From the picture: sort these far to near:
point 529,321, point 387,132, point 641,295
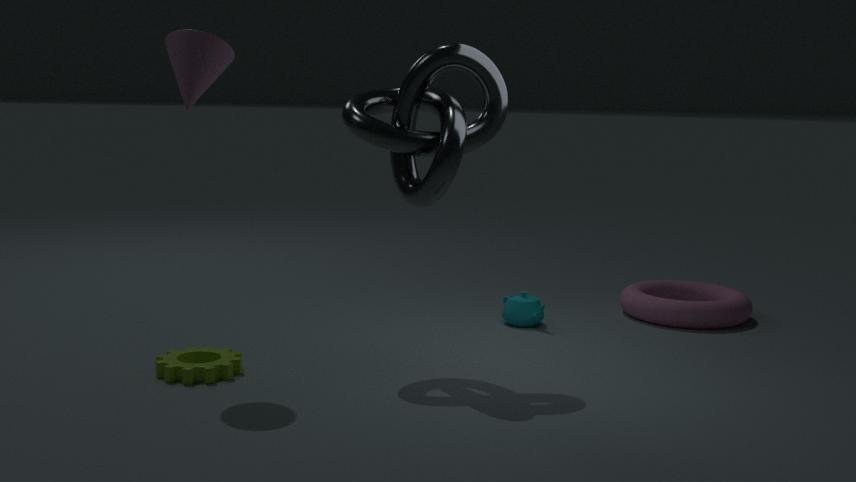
1. point 641,295
2. point 529,321
3. point 387,132
